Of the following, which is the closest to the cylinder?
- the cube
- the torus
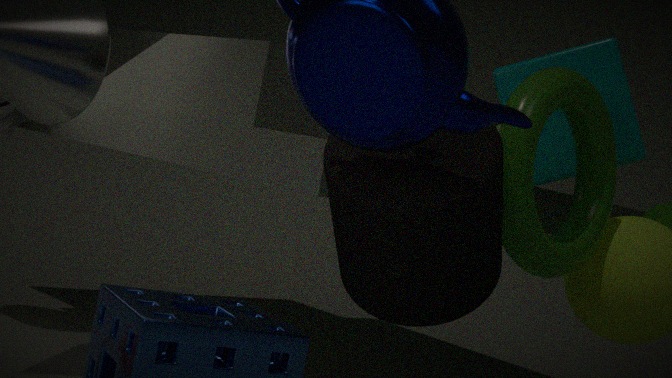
the torus
